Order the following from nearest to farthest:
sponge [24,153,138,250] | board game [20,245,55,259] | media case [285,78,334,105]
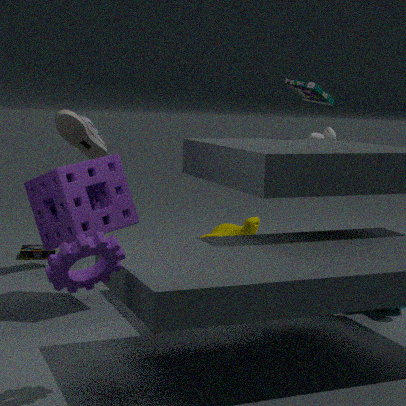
sponge [24,153,138,250] → media case [285,78,334,105] → board game [20,245,55,259]
